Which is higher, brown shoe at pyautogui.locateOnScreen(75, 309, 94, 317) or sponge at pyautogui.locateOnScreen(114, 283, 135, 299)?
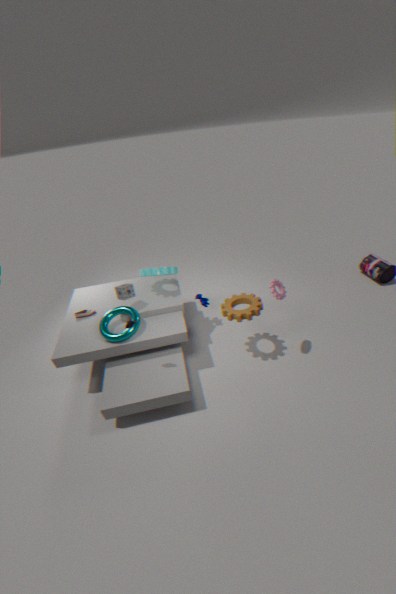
sponge at pyautogui.locateOnScreen(114, 283, 135, 299)
